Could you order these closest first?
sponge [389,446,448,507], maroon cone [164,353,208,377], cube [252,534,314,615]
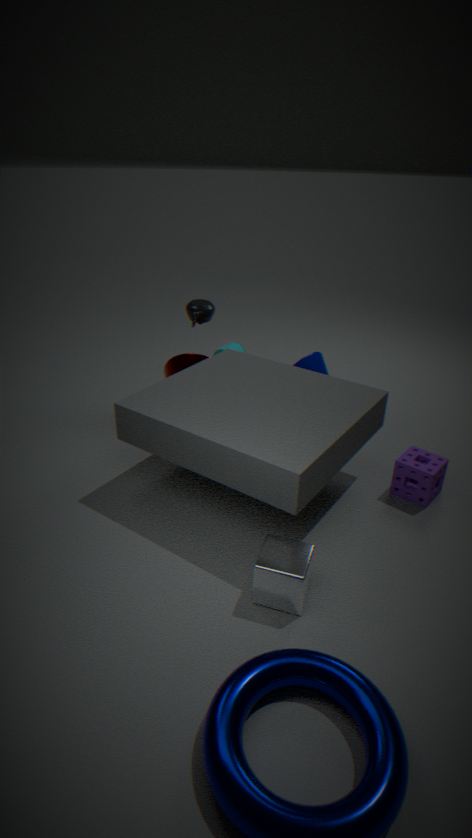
cube [252,534,314,615], sponge [389,446,448,507], maroon cone [164,353,208,377]
